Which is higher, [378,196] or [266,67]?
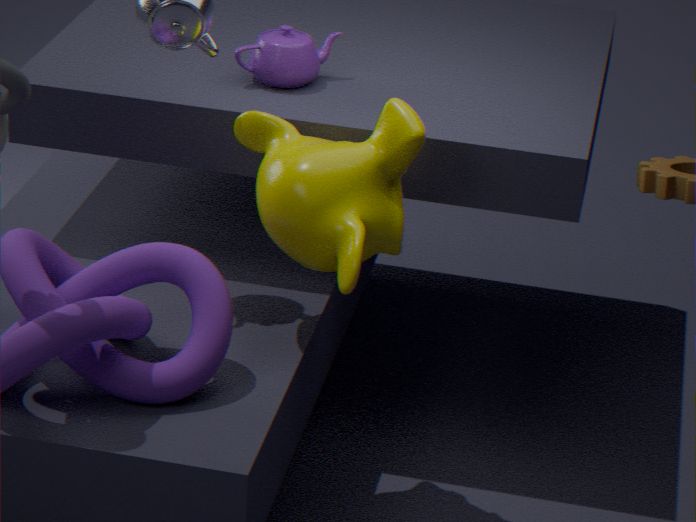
[266,67]
